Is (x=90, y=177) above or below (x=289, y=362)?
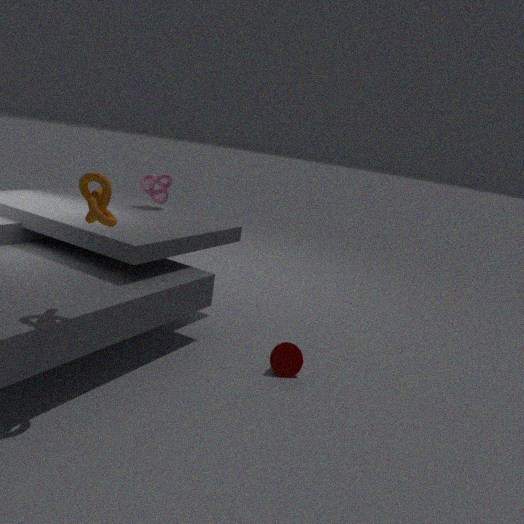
above
